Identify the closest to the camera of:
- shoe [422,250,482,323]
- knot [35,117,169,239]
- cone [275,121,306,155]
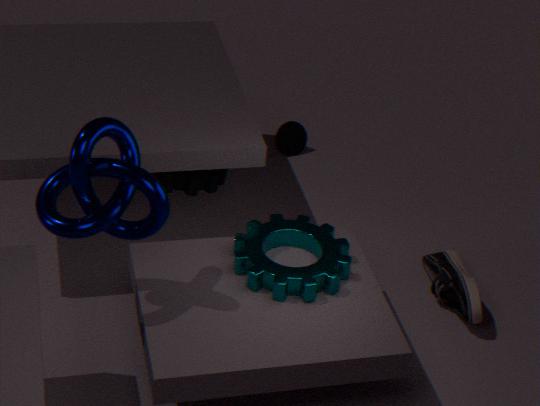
knot [35,117,169,239]
